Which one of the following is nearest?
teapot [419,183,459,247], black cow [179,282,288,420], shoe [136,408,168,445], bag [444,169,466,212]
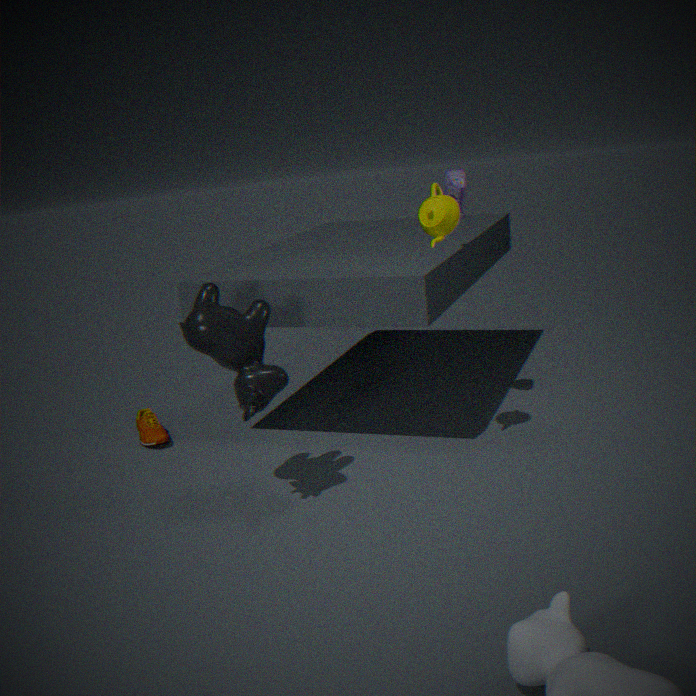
black cow [179,282,288,420]
